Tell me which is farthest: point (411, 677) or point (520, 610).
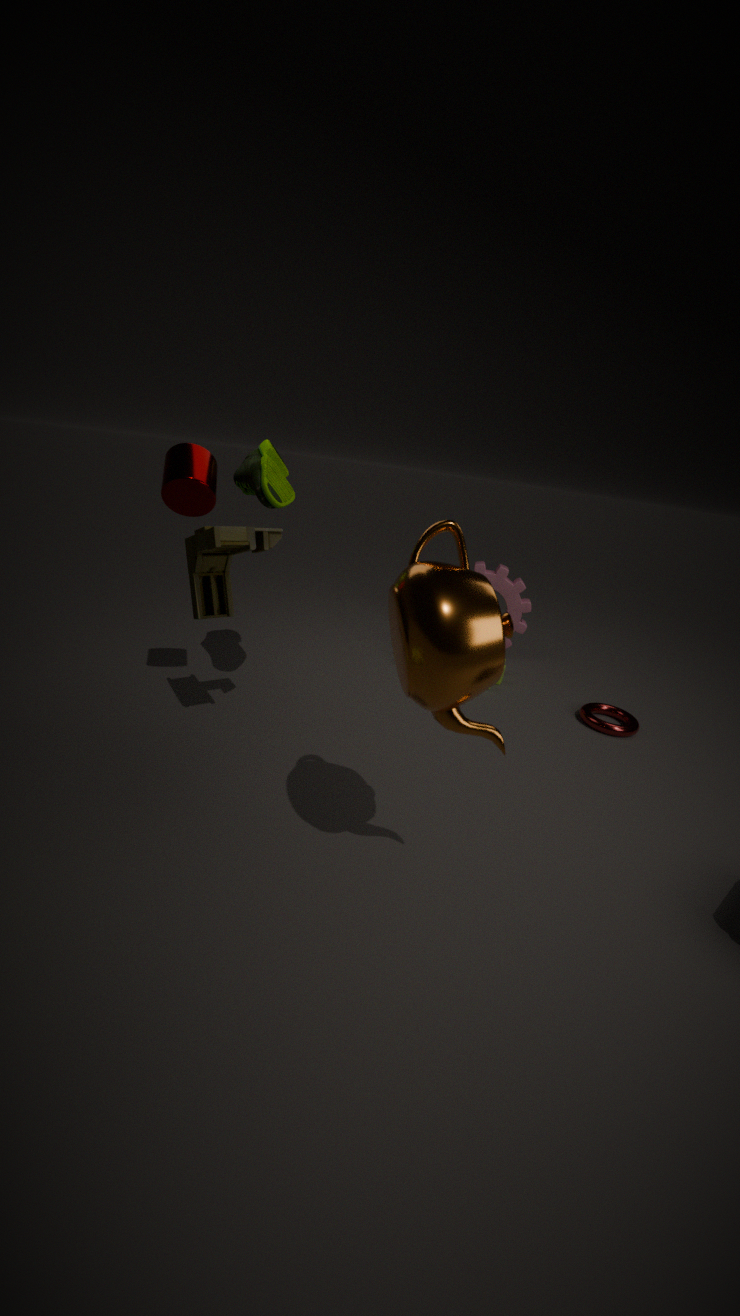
point (520, 610)
